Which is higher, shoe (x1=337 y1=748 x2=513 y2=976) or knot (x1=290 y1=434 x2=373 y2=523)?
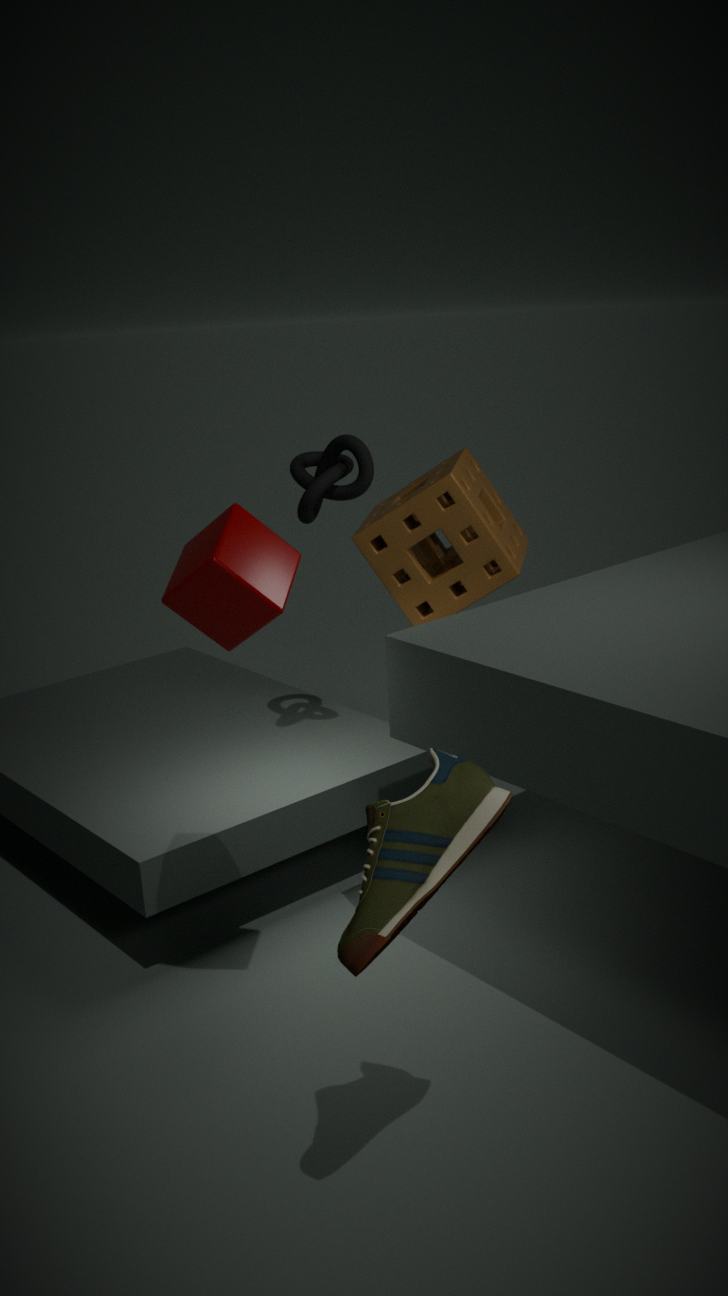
knot (x1=290 y1=434 x2=373 y2=523)
